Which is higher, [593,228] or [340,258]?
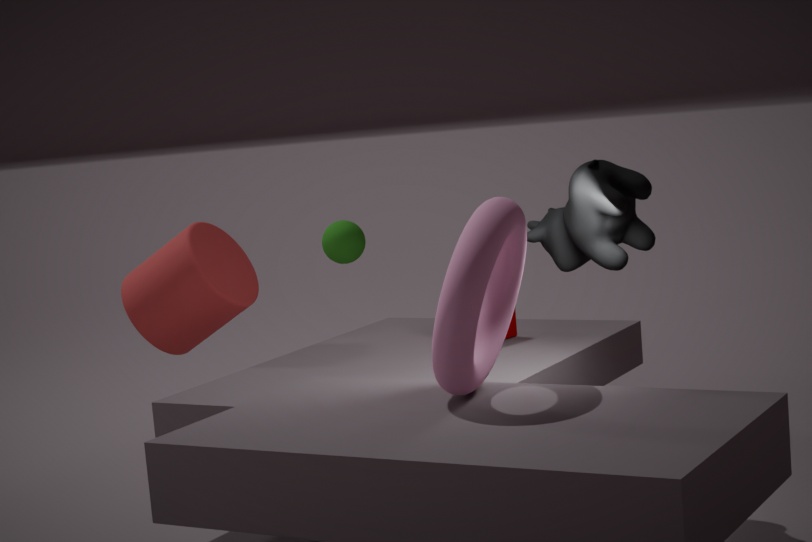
[593,228]
